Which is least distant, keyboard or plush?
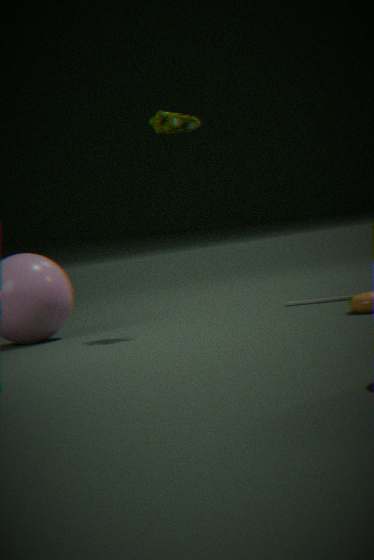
plush
